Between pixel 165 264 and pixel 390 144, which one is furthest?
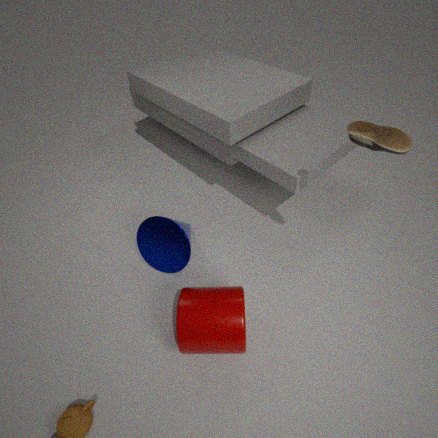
pixel 165 264
